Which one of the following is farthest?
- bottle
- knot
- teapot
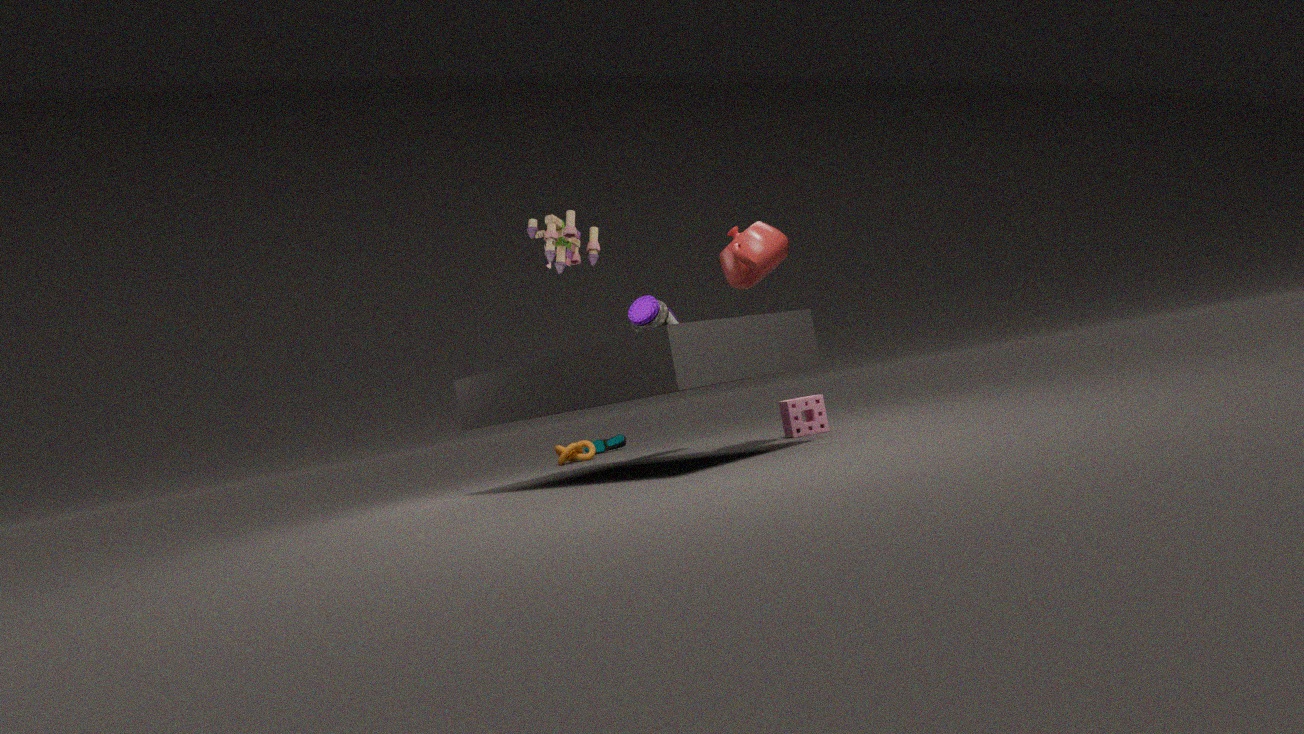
knot
